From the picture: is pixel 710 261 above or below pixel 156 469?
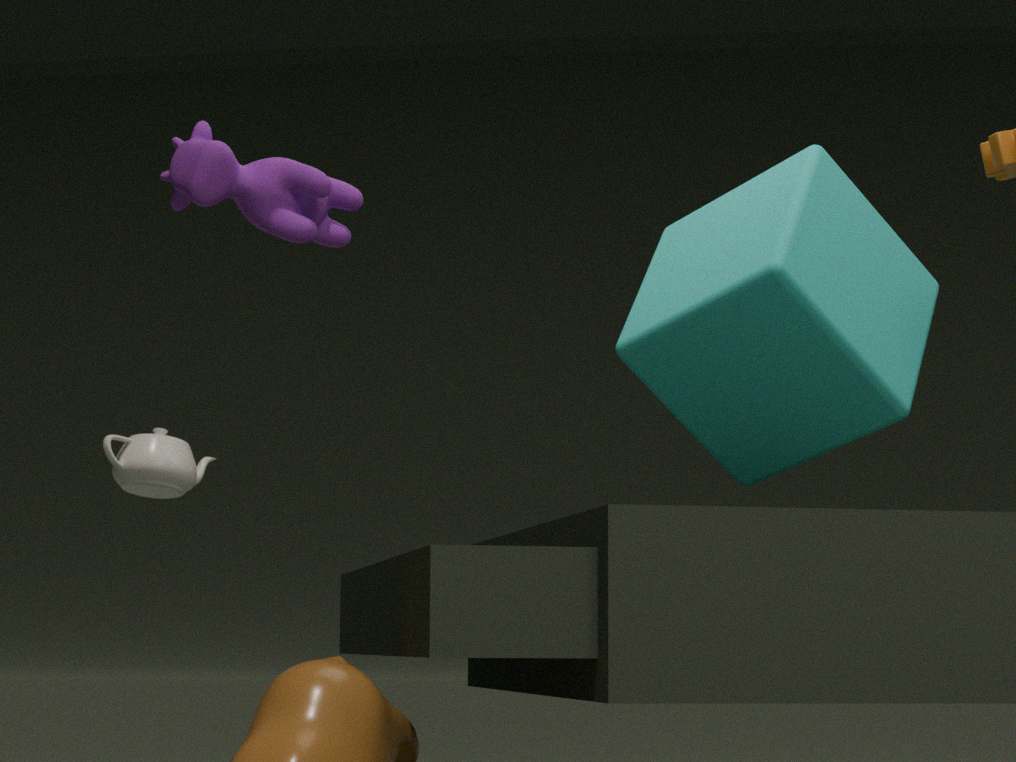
above
